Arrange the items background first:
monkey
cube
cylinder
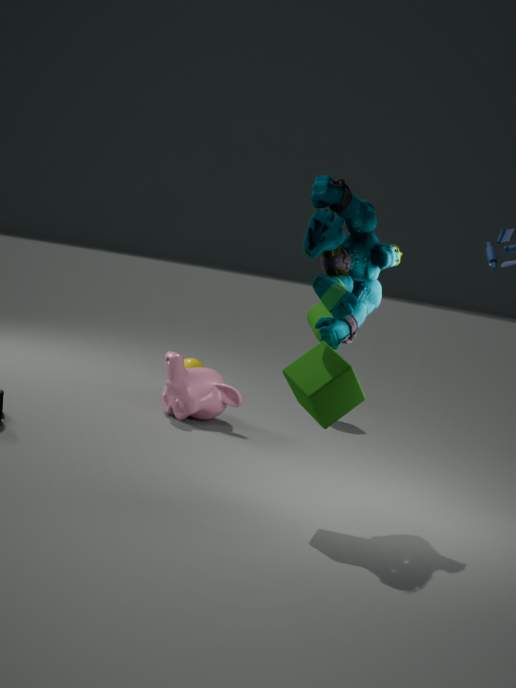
cylinder < monkey < cube
